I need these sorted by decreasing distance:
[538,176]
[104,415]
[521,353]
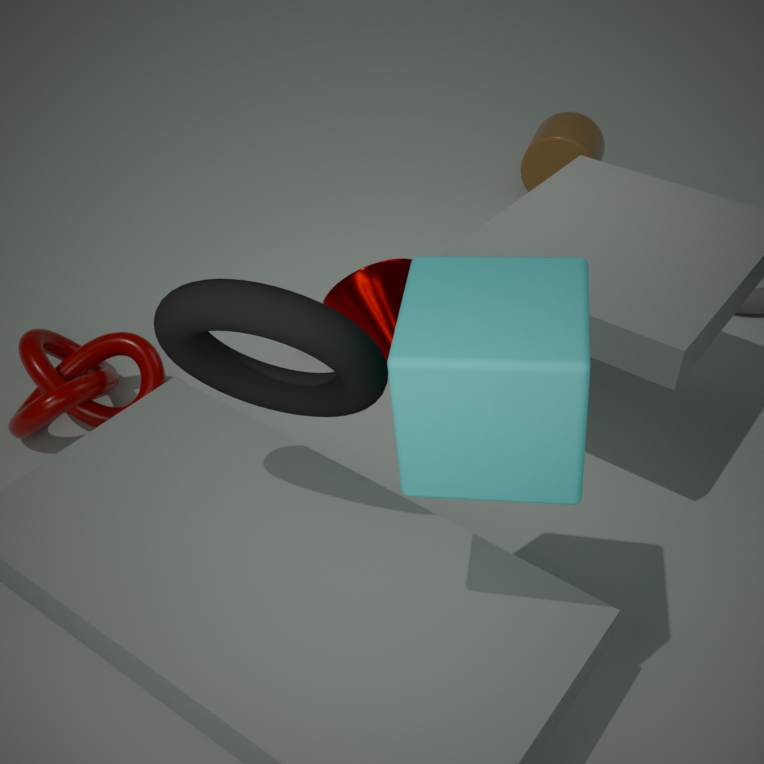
[538,176] → [104,415] → [521,353]
